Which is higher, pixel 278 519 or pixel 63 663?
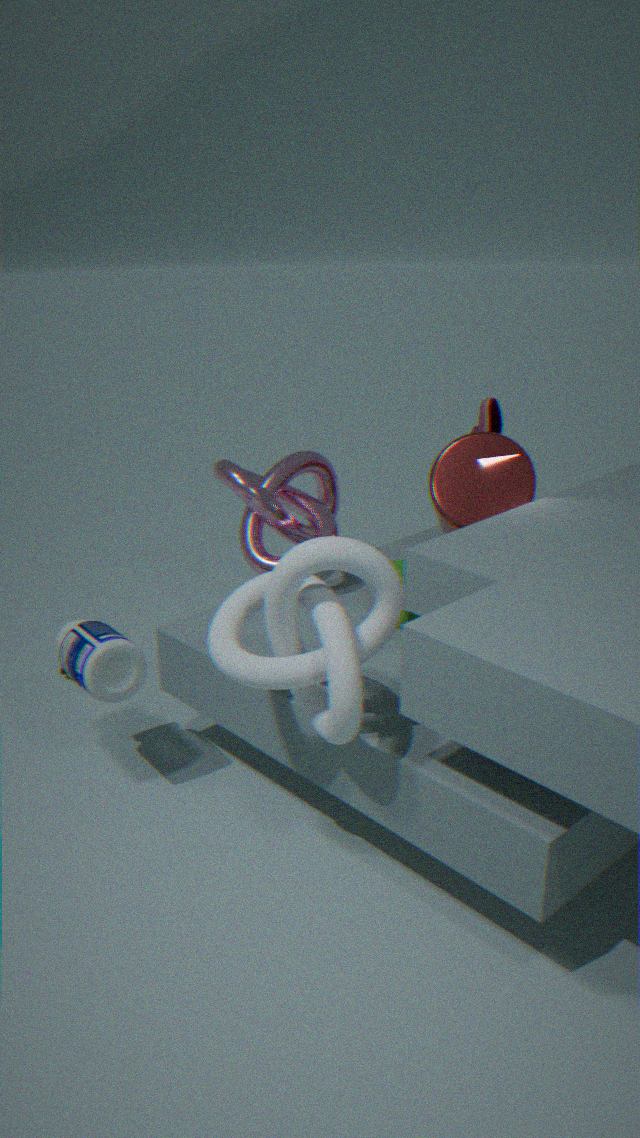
pixel 278 519
